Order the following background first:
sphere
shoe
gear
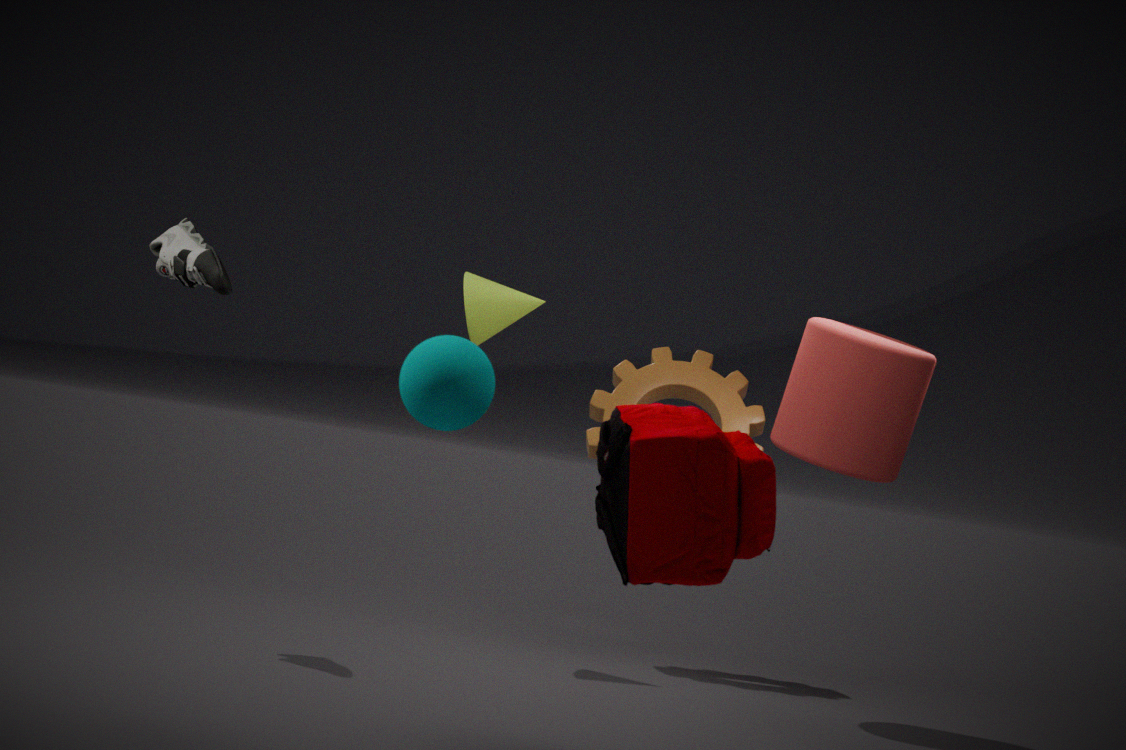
1. gear
2. shoe
3. sphere
